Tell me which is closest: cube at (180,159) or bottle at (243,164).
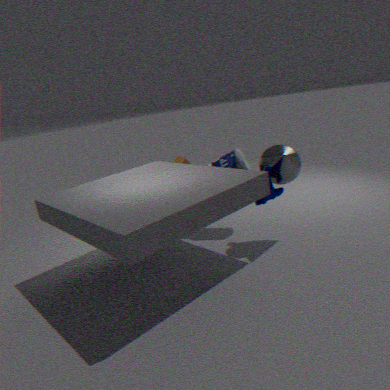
bottle at (243,164)
